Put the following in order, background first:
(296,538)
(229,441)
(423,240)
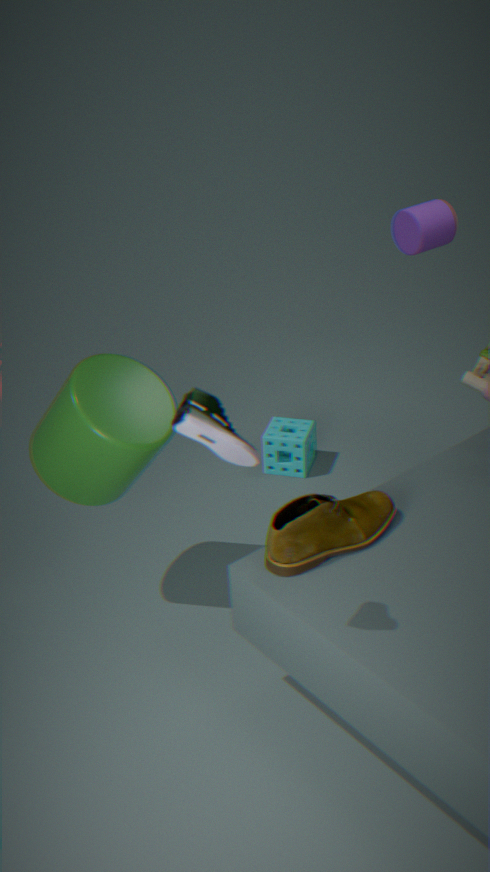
(423,240) → (296,538) → (229,441)
